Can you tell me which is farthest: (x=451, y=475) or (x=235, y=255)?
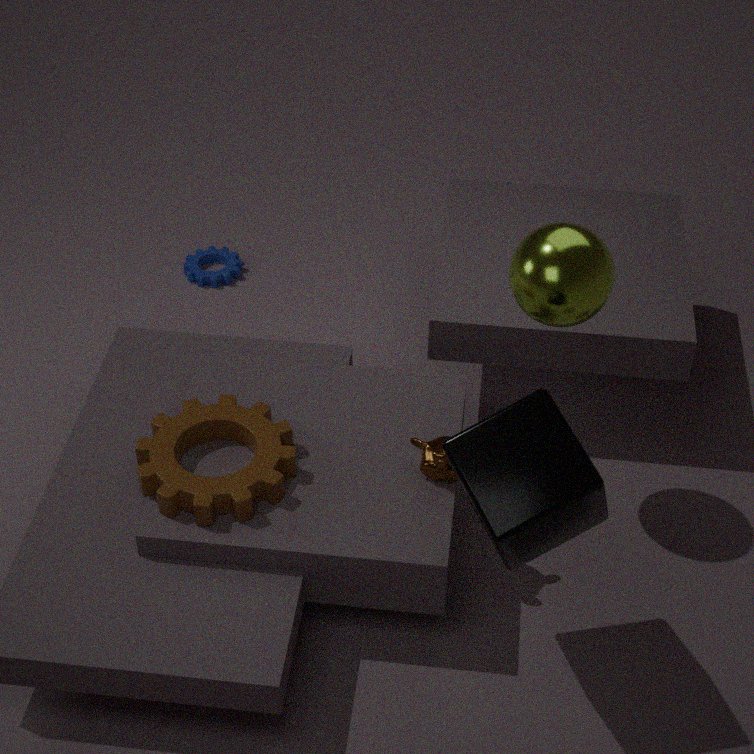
(x=235, y=255)
